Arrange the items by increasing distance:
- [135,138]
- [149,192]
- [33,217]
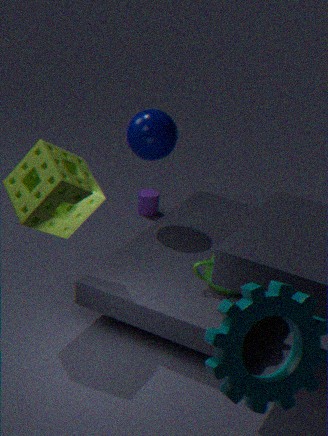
[33,217] → [135,138] → [149,192]
